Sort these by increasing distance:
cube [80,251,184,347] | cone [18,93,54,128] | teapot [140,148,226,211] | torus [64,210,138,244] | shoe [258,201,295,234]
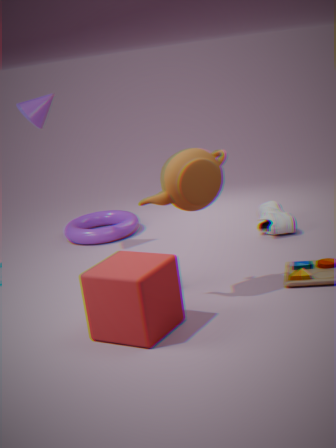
cube [80,251,184,347]
teapot [140,148,226,211]
cone [18,93,54,128]
shoe [258,201,295,234]
torus [64,210,138,244]
